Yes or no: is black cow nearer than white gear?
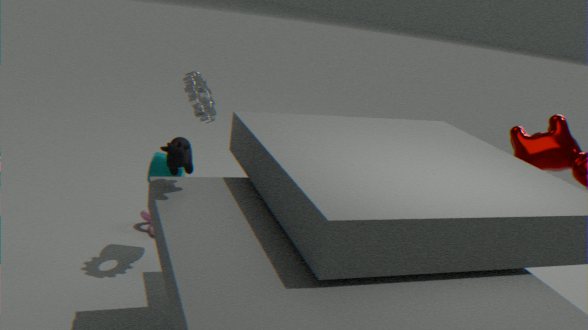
Yes
